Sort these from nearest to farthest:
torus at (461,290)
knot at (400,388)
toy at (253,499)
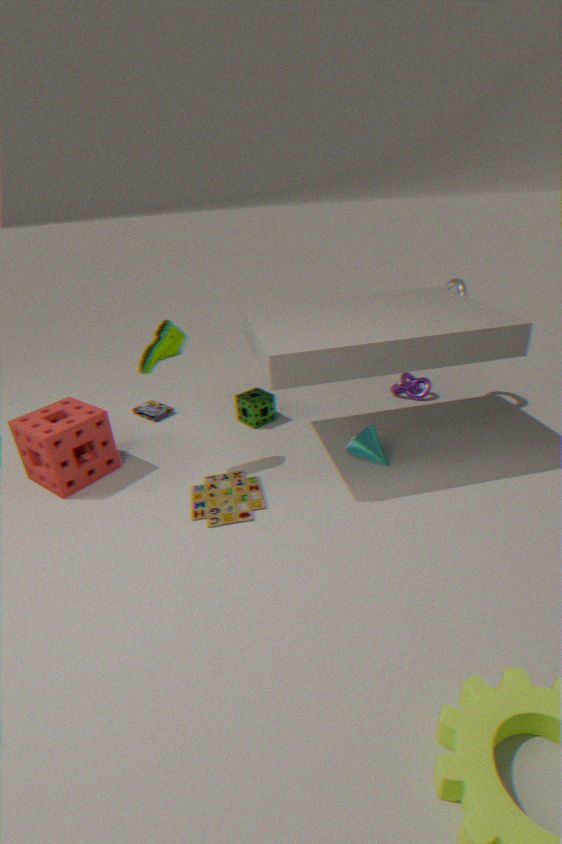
toy at (253,499), torus at (461,290), knot at (400,388)
